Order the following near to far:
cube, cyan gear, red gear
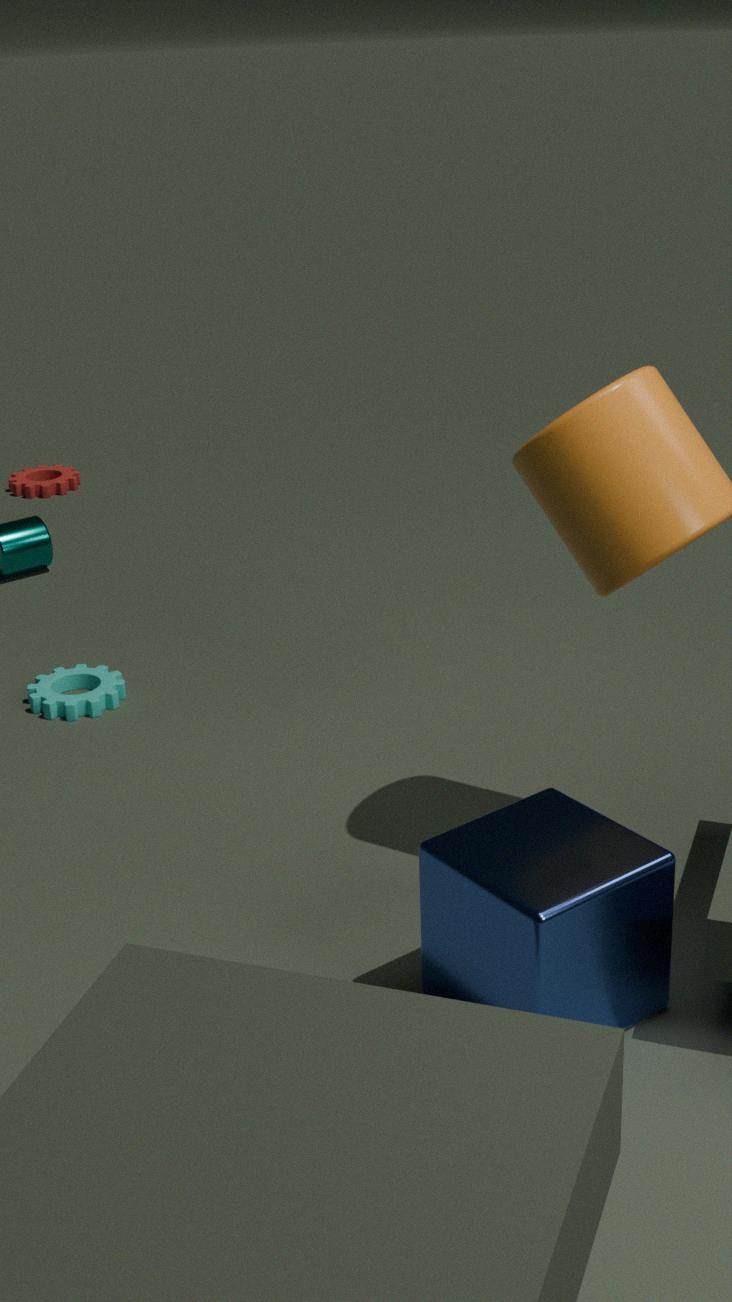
cube
cyan gear
red gear
